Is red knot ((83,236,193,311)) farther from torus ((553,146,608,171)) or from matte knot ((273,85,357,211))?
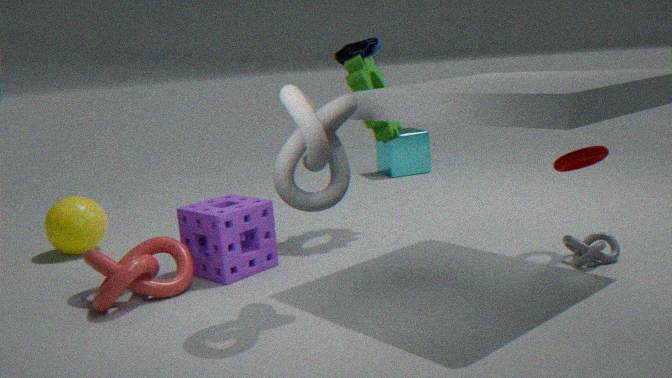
torus ((553,146,608,171))
